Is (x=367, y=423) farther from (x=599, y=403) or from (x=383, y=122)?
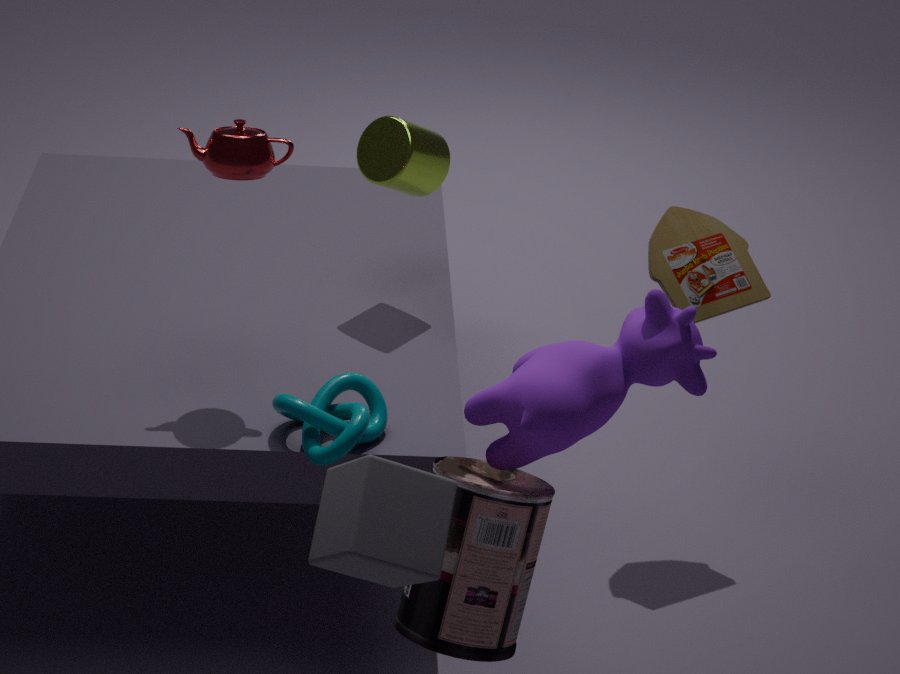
(x=383, y=122)
